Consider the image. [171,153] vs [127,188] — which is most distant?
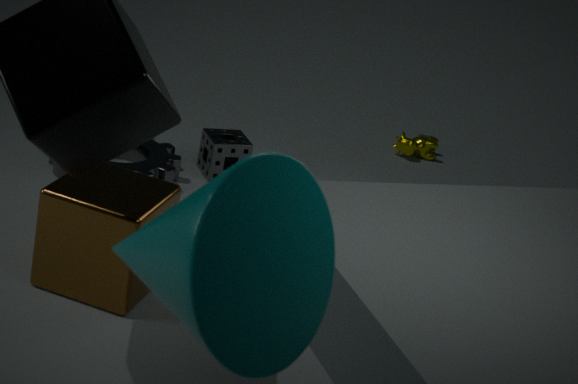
[171,153]
